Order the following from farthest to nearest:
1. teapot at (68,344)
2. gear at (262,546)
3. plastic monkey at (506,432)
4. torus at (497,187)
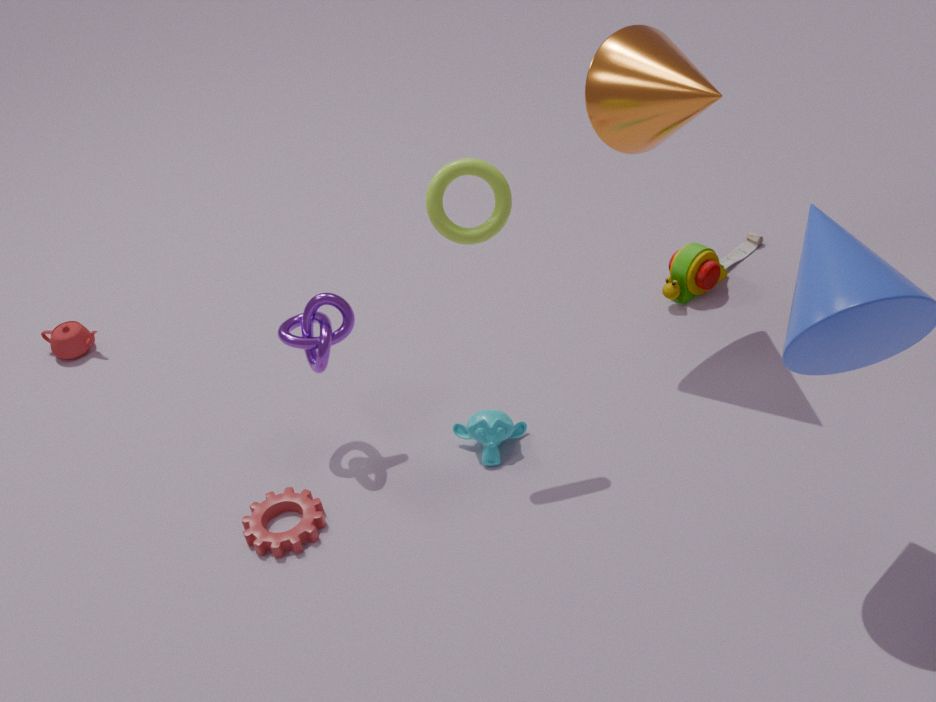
teapot at (68,344) → plastic monkey at (506,432) → gear at (262,546) → torus at (497,187)
